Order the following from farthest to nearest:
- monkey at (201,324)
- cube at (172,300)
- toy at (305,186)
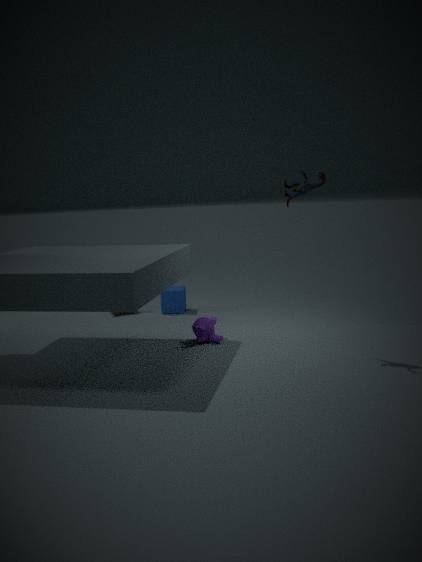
cube at (172,300), monkey at (201,324), toy at (305,186)
